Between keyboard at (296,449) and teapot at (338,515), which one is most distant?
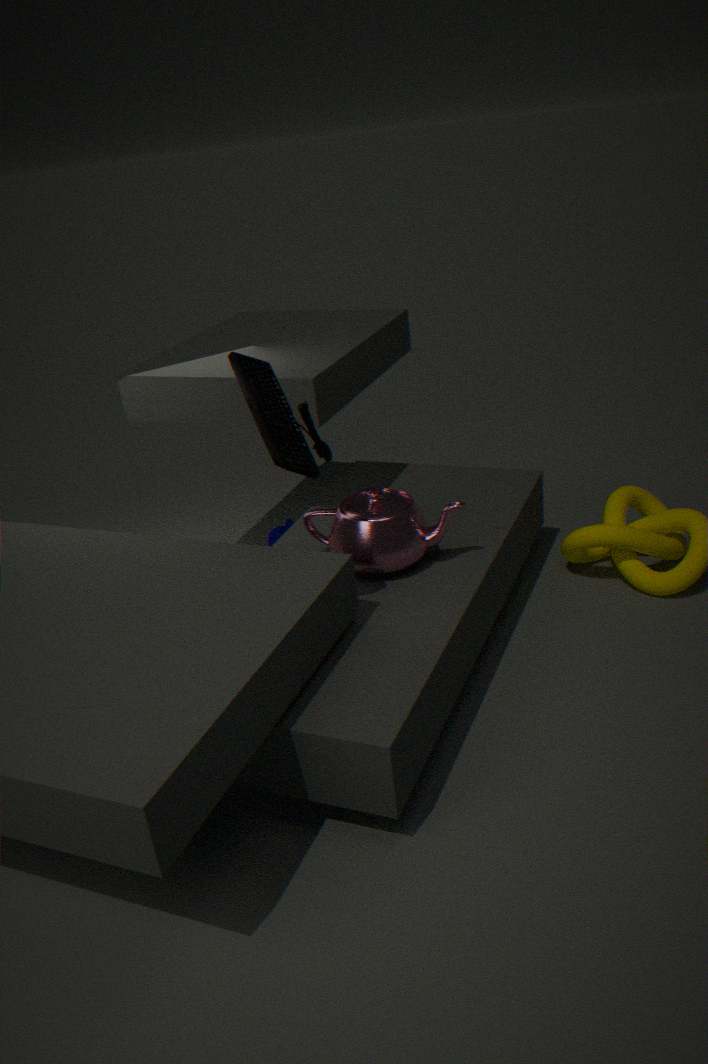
teapot at (338,515)
